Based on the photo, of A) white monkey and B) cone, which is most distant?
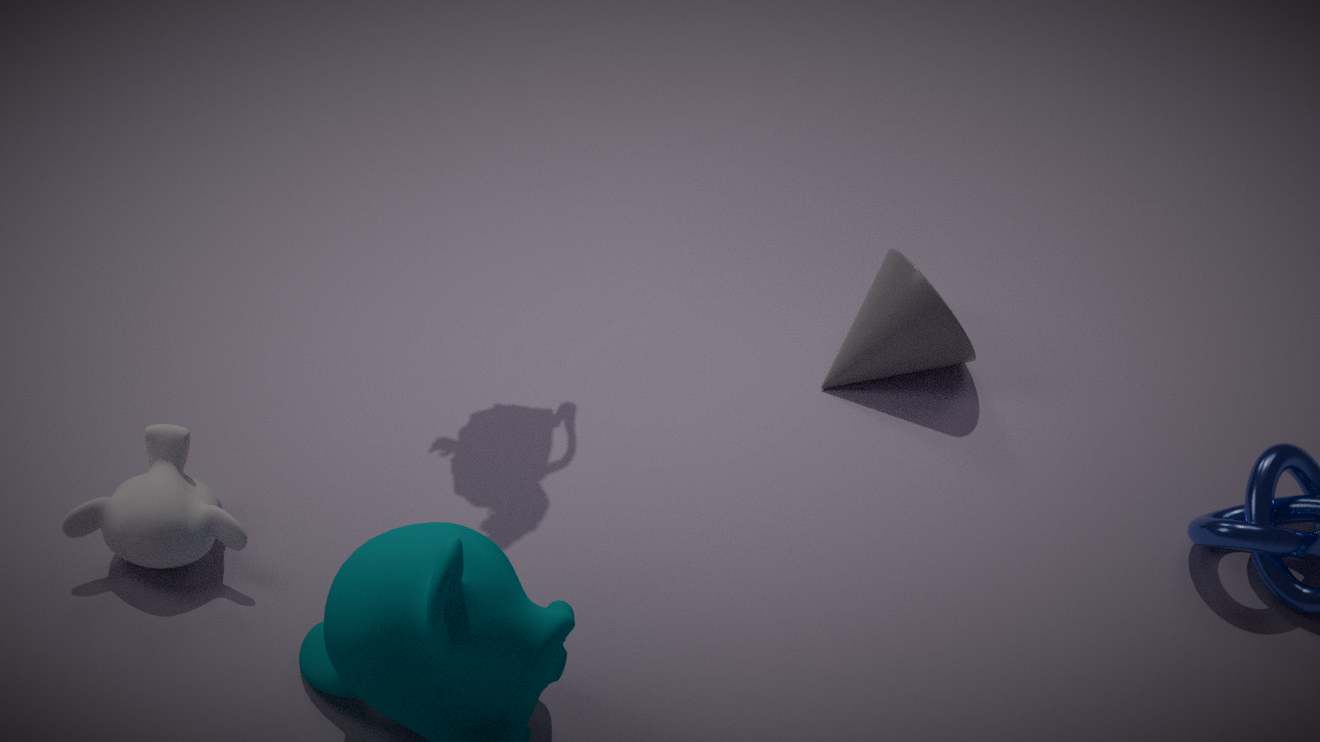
B. cone
